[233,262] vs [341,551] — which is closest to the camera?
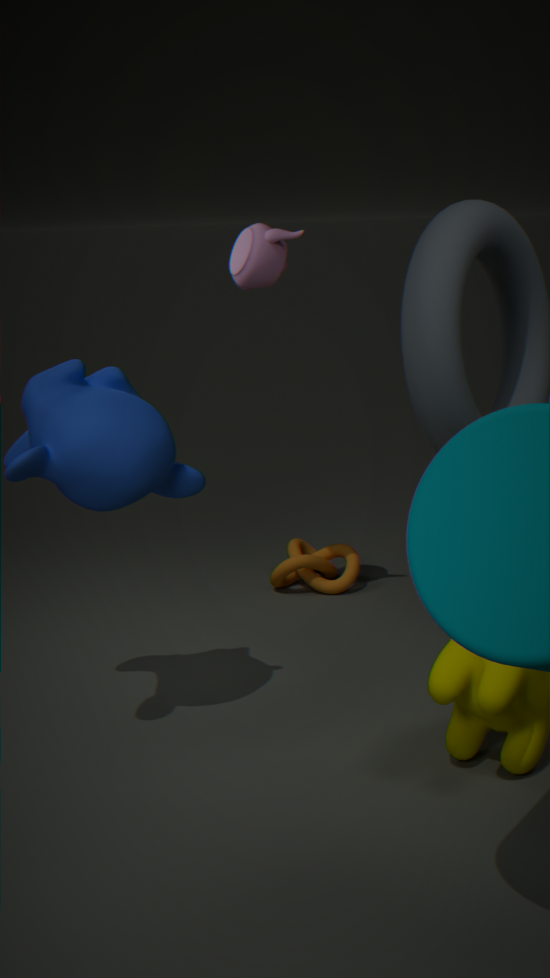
[233,262]
